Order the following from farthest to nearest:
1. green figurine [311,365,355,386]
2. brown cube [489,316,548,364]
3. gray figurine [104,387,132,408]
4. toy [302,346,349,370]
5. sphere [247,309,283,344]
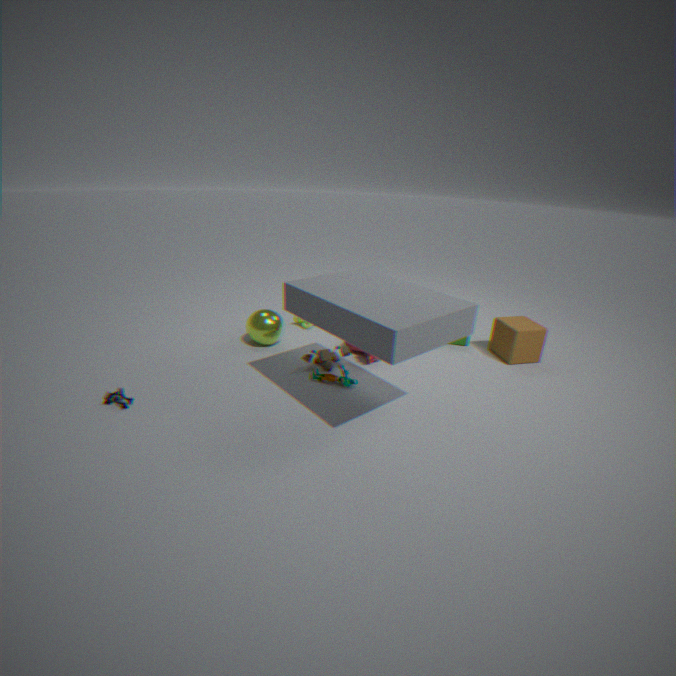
sphere [247,309,283,344]
brown cube [489,316,548,364]
toy [302,346,349,370]
green figurine [311,365,355,386]
gray figurine [104,387,132,408]
